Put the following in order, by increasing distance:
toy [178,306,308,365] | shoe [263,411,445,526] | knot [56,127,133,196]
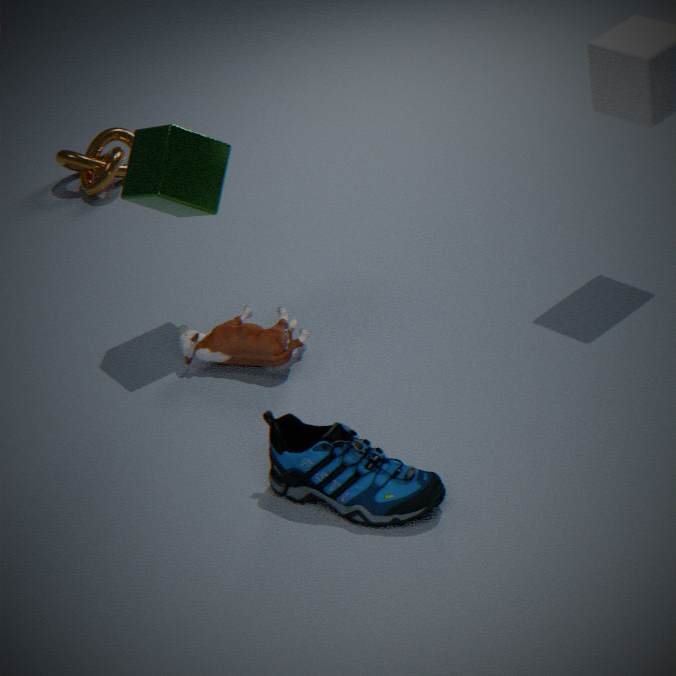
shoe [263,411,445,526] → toy [178,306,308,365] → knot [56,127,133,196]
